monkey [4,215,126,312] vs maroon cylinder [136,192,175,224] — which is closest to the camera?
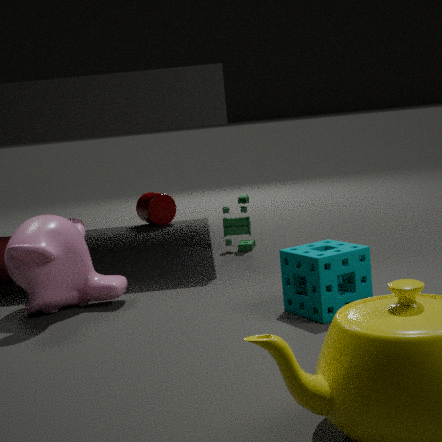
monkey [4,215,126,312]
